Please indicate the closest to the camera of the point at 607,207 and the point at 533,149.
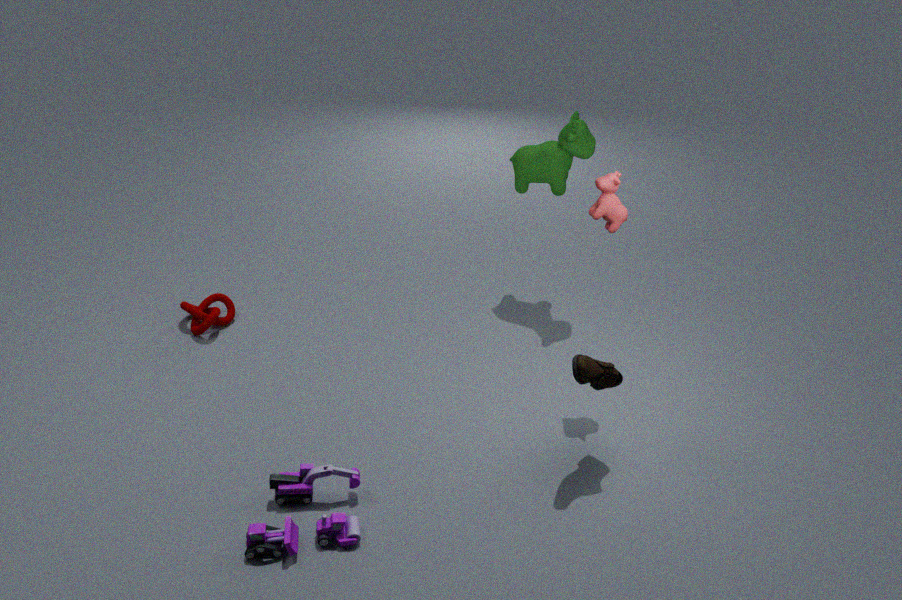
the point at 607,207
